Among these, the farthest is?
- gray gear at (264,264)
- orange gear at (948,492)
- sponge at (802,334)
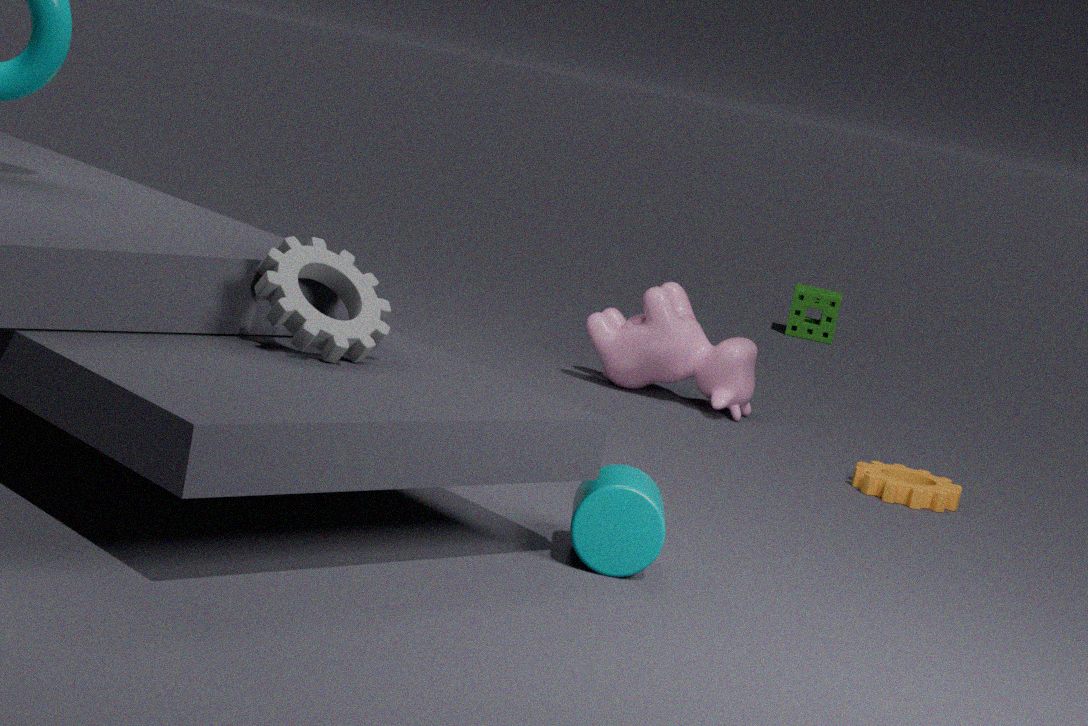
sponge at (802,334)
